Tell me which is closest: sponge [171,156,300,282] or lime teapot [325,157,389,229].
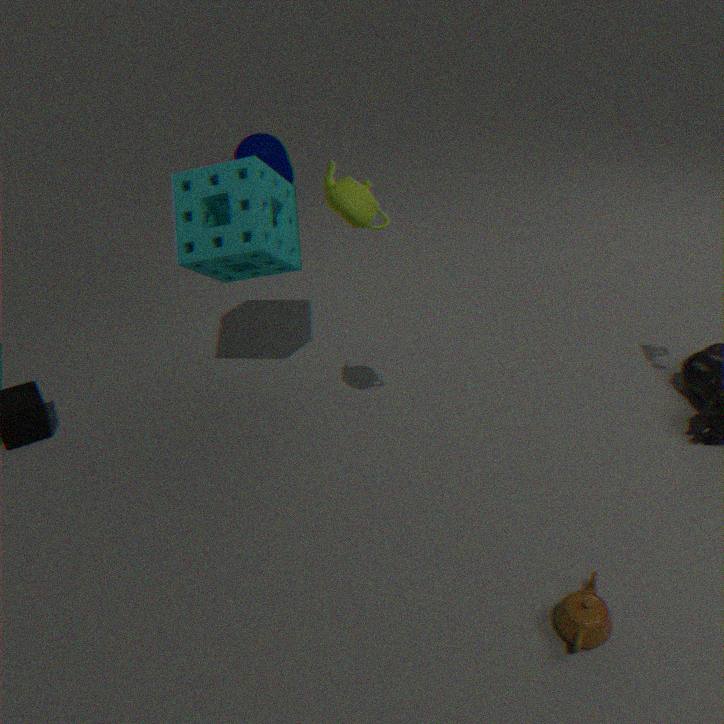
lime teapot [325,157,389,229]
